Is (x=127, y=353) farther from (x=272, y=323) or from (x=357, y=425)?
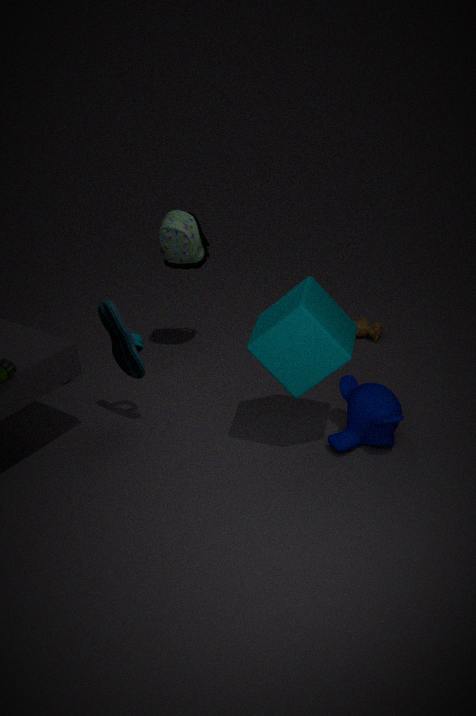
(x=357, y=425)
